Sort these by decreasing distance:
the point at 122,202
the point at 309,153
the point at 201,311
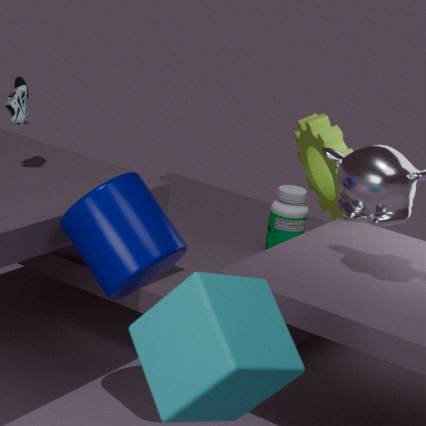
the point at 309,153 < the point at 122,202 < the point at 201,311
